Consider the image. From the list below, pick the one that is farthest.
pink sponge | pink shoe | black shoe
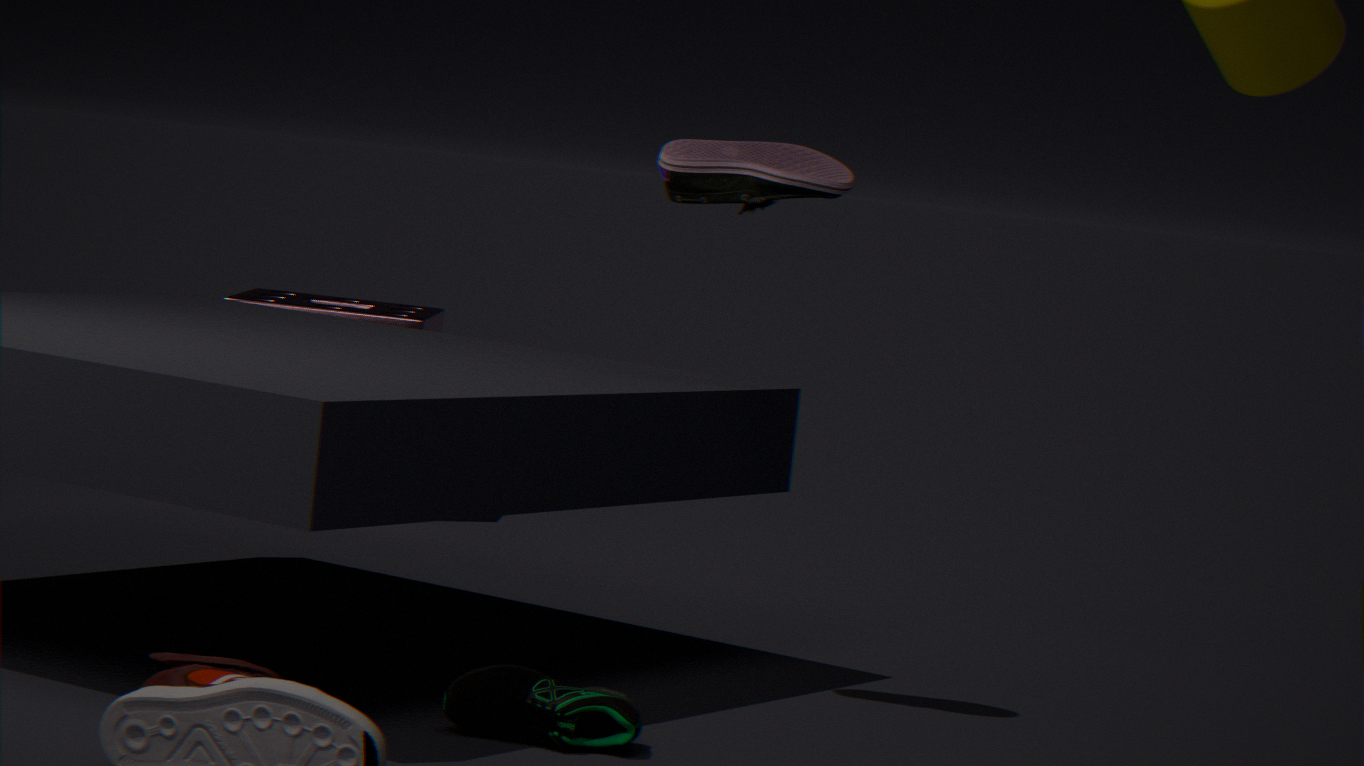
pink sponge
